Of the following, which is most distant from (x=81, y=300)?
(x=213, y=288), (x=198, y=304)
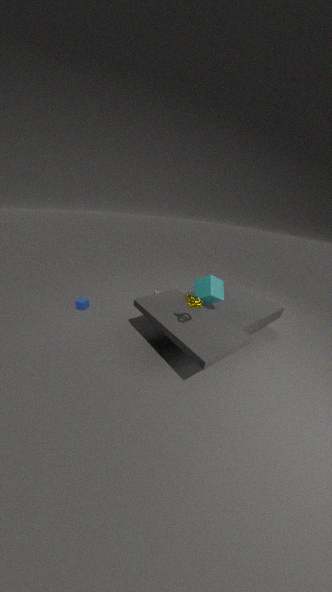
(x=198, y=304)
